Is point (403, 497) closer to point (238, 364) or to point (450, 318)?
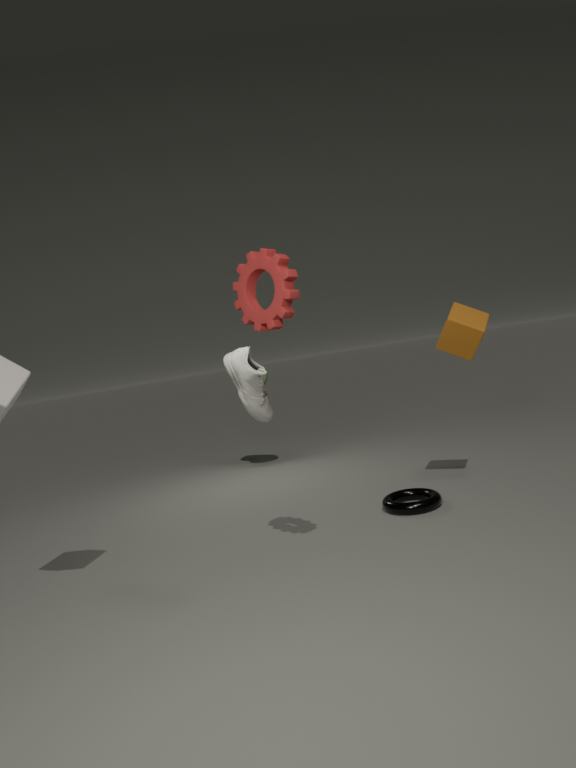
point (450, 318)
